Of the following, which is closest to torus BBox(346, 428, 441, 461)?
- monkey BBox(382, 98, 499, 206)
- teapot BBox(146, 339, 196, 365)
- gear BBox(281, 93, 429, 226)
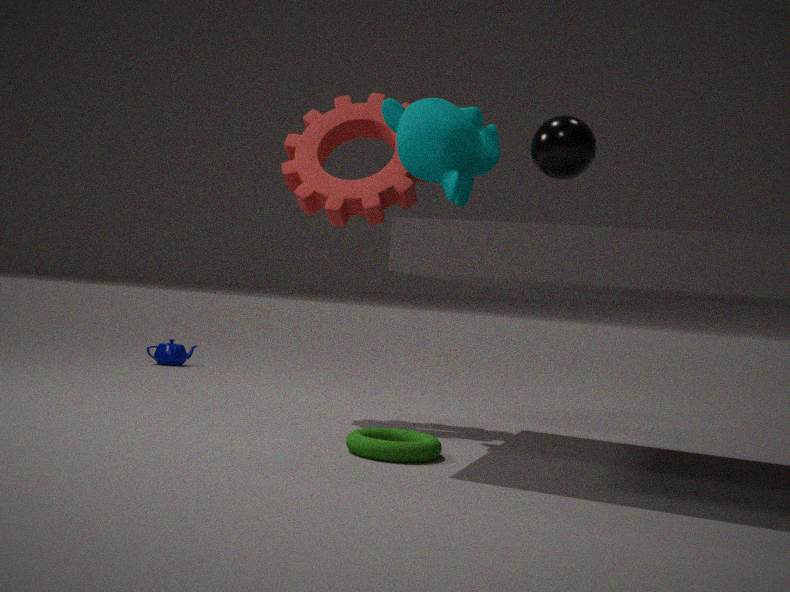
monkey BBox(382, 98, 499, 206)
